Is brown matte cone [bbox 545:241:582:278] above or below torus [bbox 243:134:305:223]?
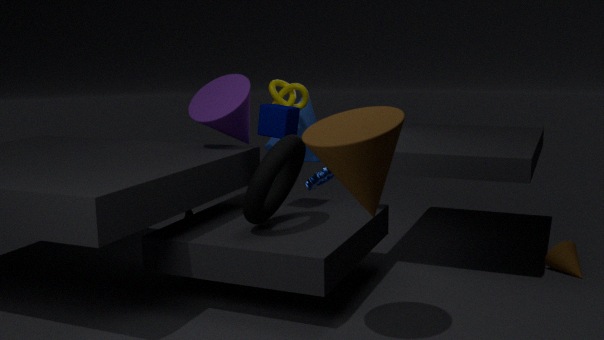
below
